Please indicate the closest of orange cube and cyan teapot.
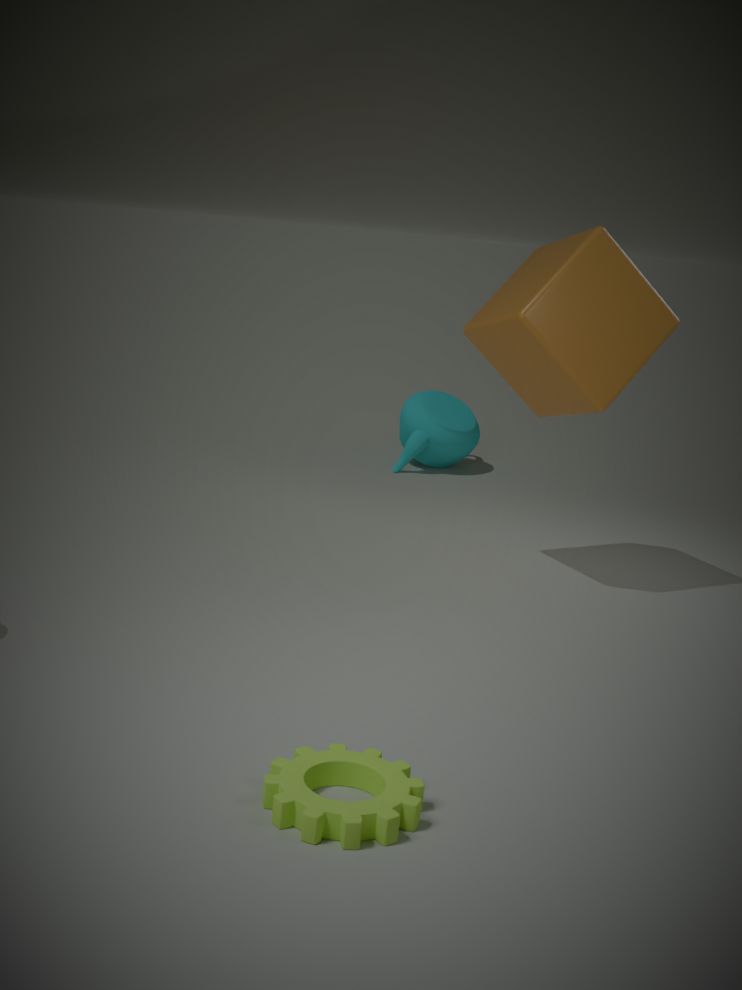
orange cube
